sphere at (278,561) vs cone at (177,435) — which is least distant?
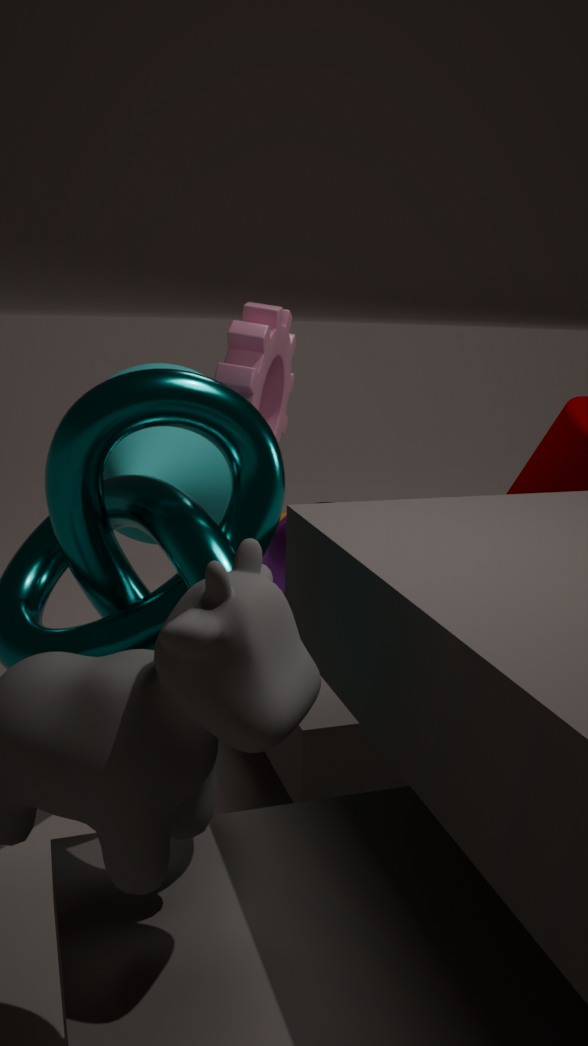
cone at (177,435)
